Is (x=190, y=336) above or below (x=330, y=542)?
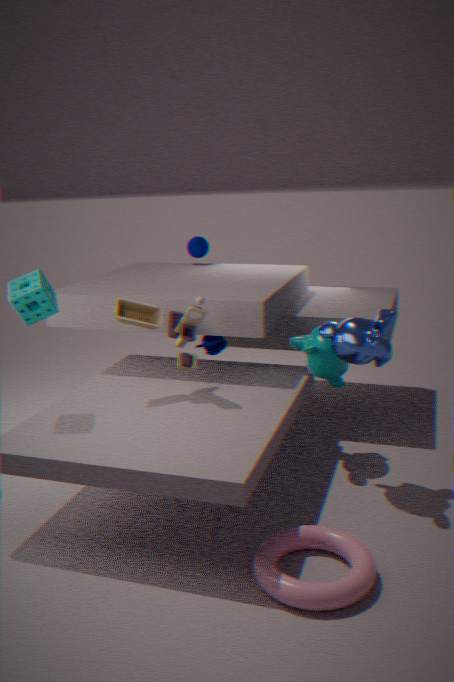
above
